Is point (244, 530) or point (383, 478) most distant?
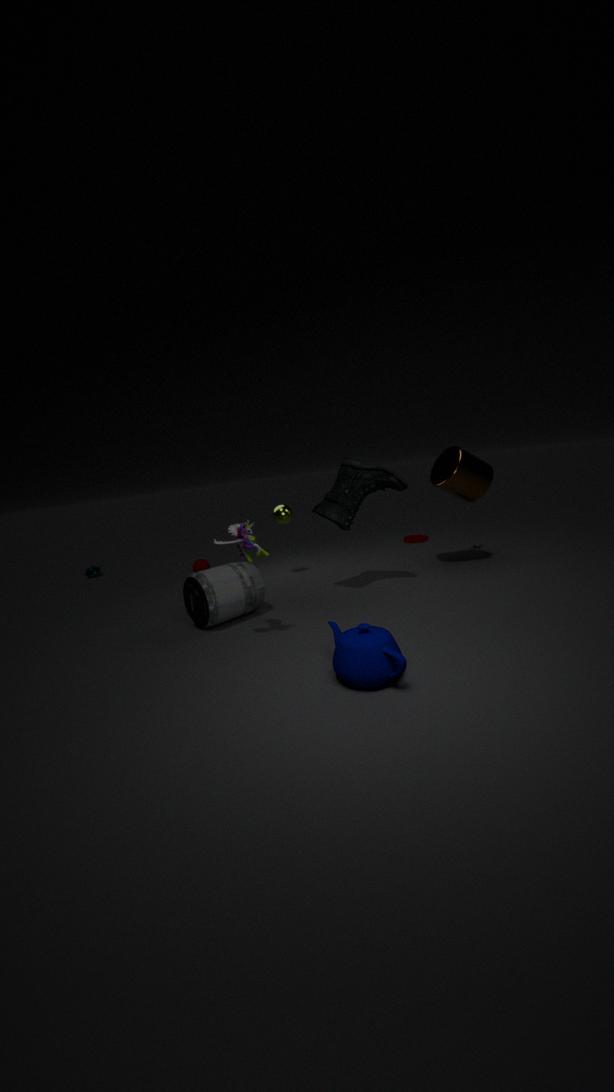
point (383, 478)
